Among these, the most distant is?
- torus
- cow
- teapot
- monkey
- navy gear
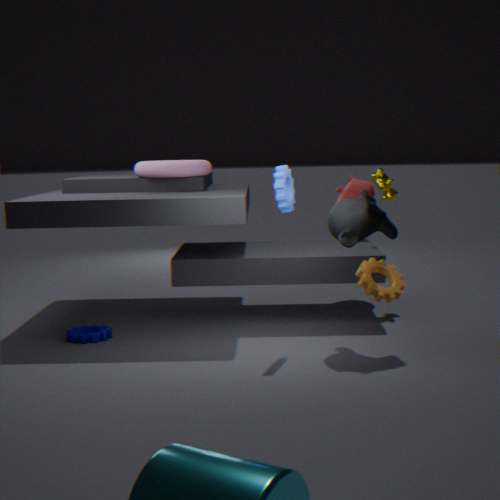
teapot
